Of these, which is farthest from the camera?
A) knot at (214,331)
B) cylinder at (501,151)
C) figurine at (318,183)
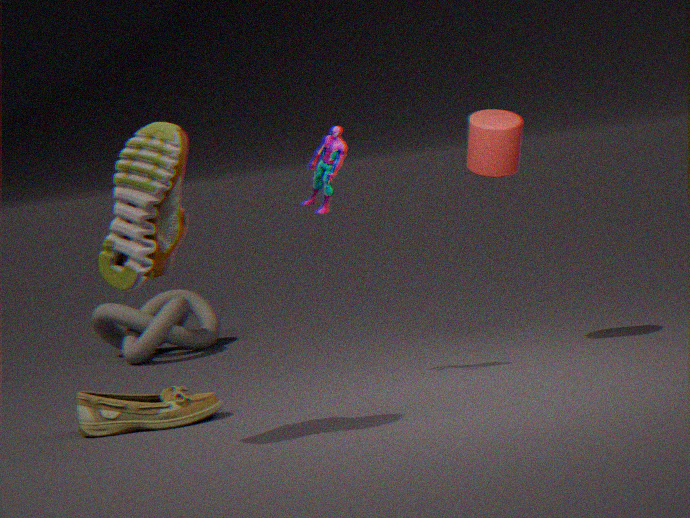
knot at (214,331)
